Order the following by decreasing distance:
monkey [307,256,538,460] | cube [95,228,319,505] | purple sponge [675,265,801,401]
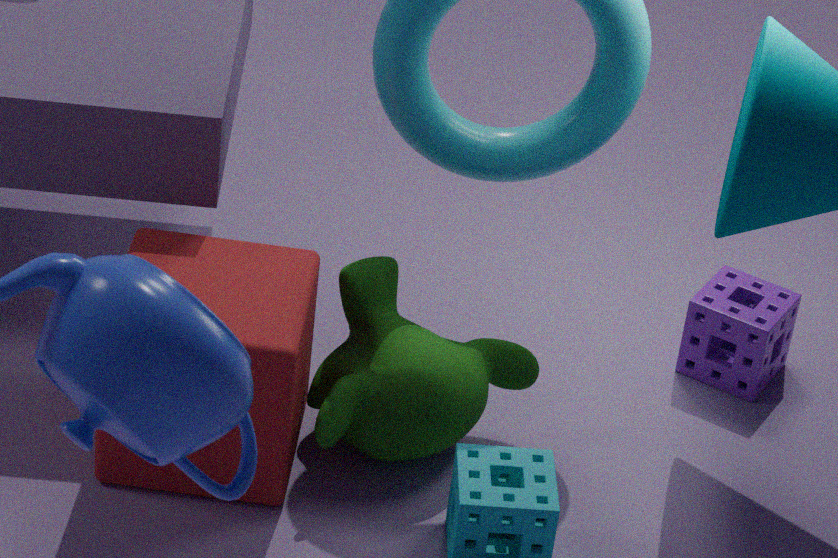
purple sponge [675,265,801,401], monkey [307,256,538,460], cube [95,228,319,505]
